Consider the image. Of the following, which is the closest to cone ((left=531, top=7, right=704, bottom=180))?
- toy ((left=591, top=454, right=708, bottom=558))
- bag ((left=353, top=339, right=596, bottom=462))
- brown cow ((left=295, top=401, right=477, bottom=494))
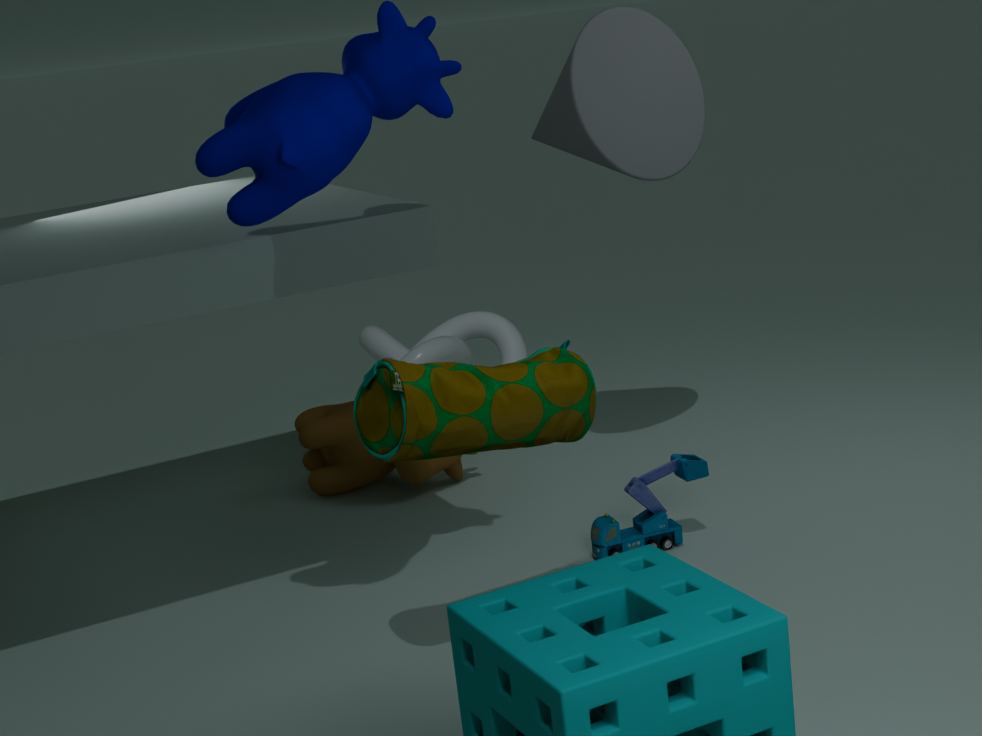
brown cow ((left=295, top=401, right=477, bottom=494))
